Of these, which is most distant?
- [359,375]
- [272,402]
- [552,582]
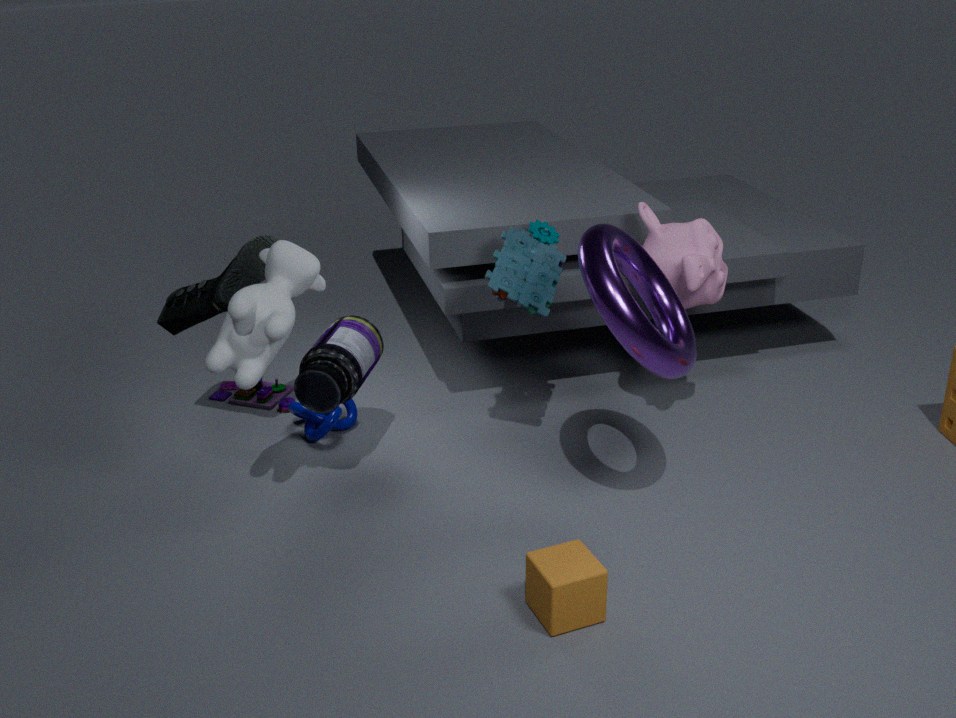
→ [272,402]
